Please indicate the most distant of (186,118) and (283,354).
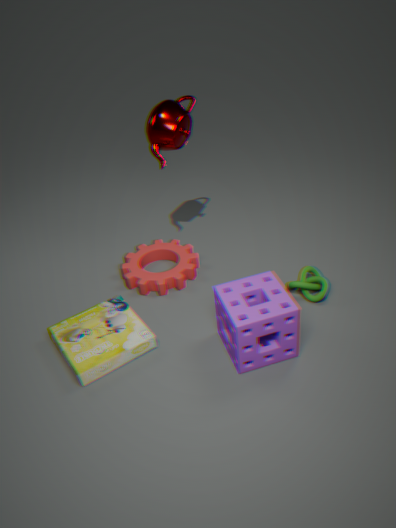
(186,118)
